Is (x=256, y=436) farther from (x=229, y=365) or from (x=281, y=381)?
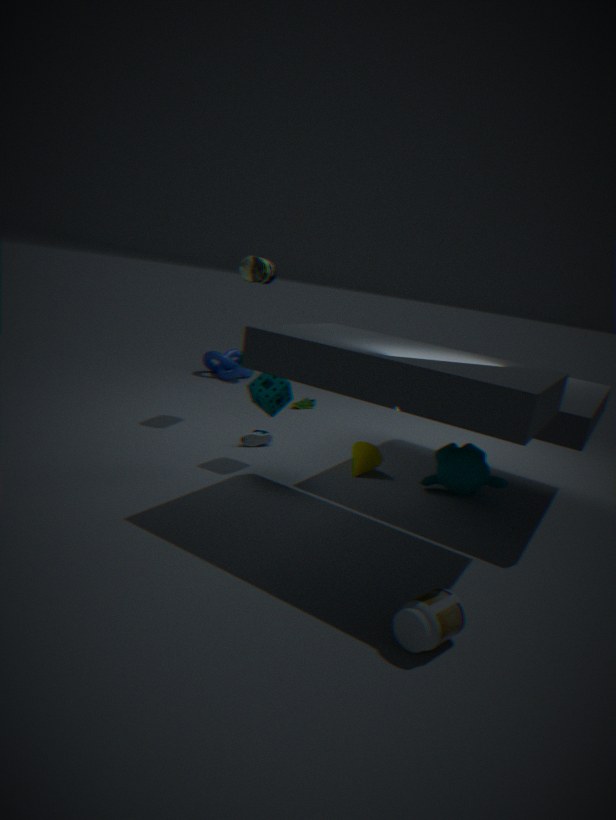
(x=229, y=365)
